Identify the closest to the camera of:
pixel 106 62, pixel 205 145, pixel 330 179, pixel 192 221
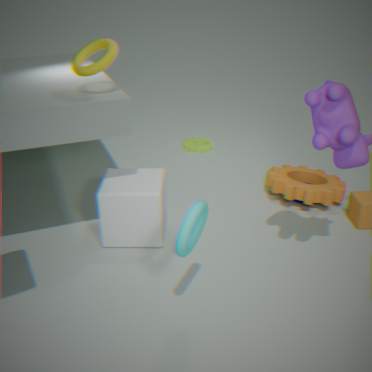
pixel 192 221
